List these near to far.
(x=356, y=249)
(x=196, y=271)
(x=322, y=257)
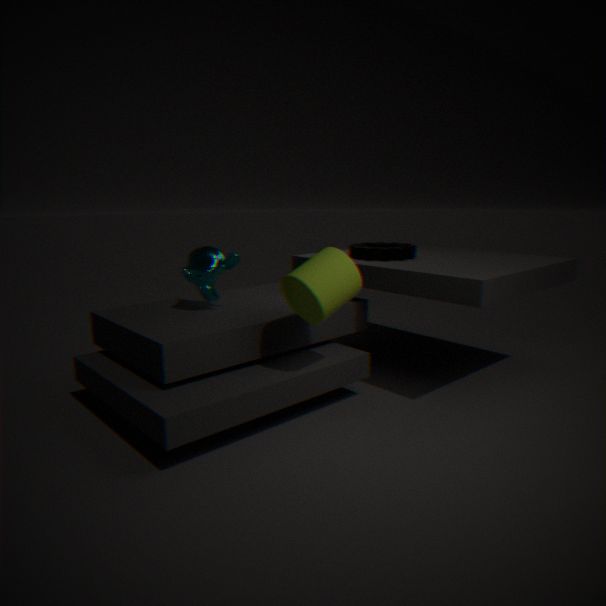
1. (x=322, y=257)
2. (x=196, y=271)
3. (x=356, y=249)
